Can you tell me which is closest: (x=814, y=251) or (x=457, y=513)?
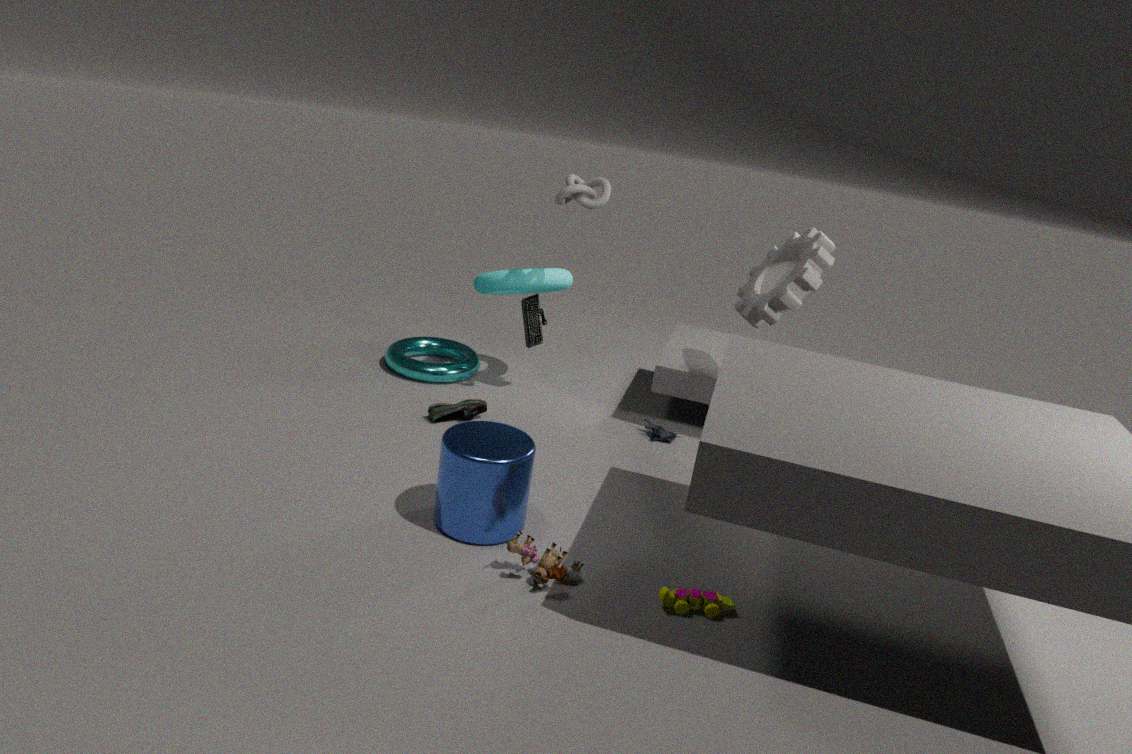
(x=457, y=513)
